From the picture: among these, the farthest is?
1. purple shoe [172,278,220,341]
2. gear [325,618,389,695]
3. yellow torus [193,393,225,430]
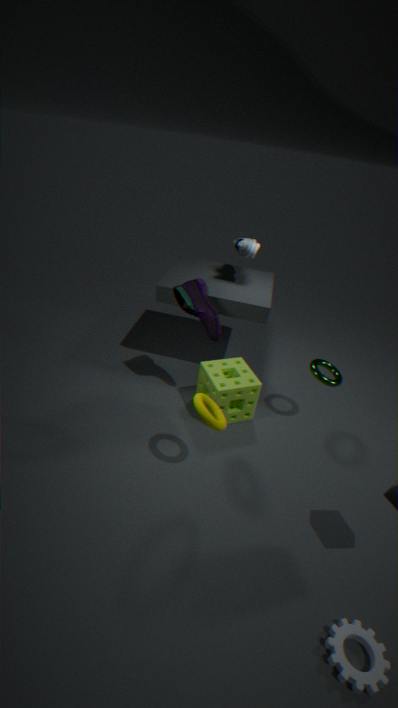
purple shoe [172,278,220,341]
